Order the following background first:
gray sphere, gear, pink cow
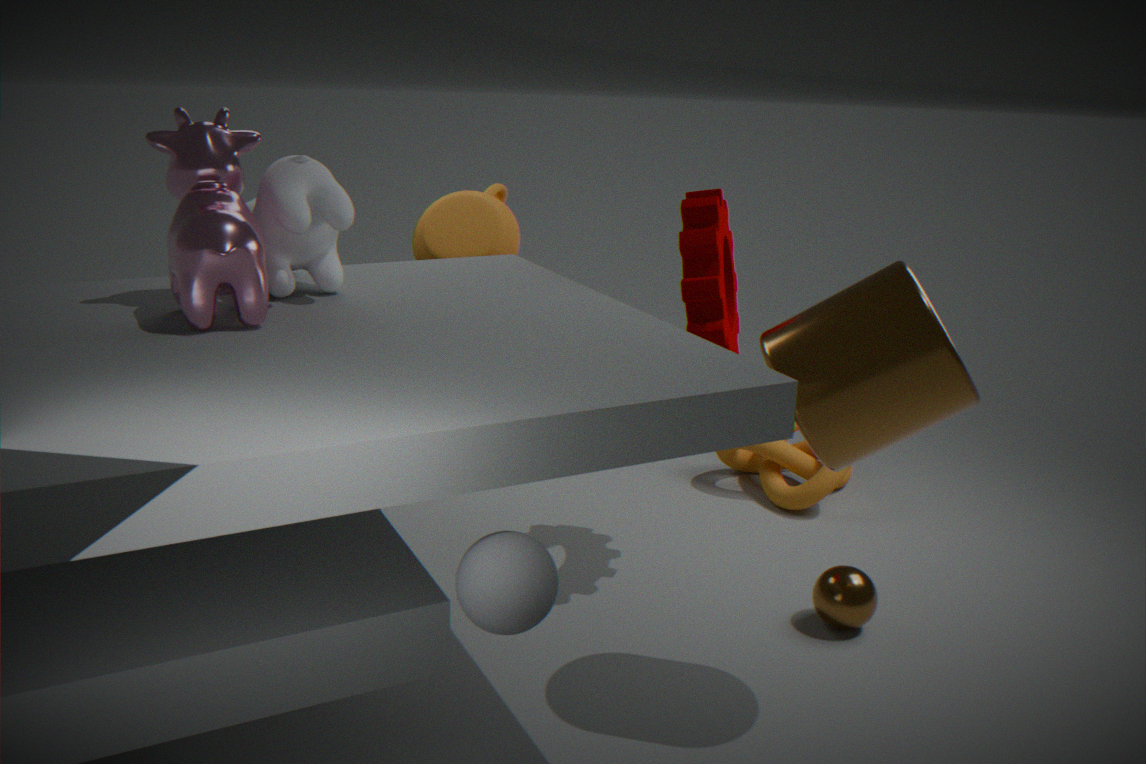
gear, pink cow, gray sphere
